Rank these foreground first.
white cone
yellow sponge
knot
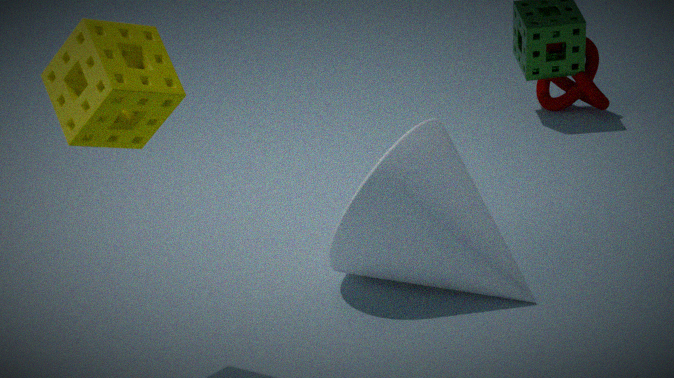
yellow sponge < white cone < knot
